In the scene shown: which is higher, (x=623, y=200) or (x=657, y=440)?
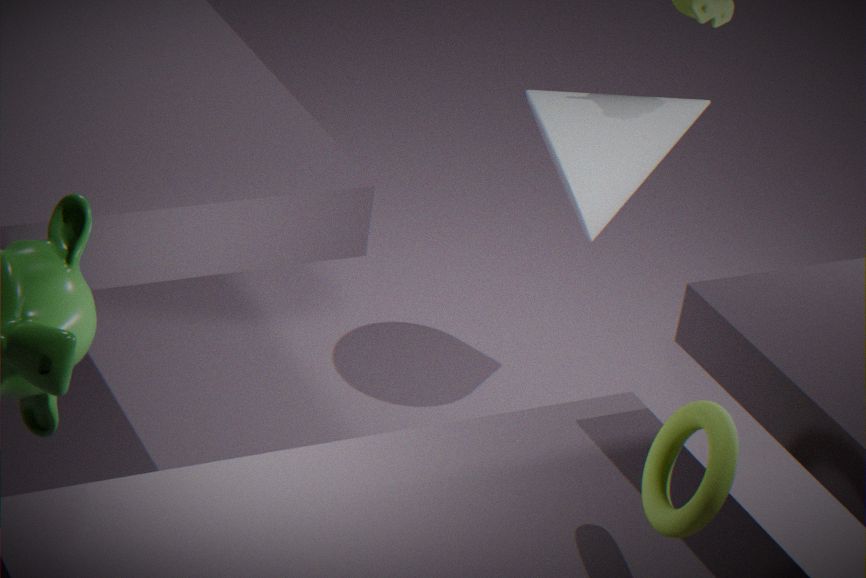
(x=657, y=440)
